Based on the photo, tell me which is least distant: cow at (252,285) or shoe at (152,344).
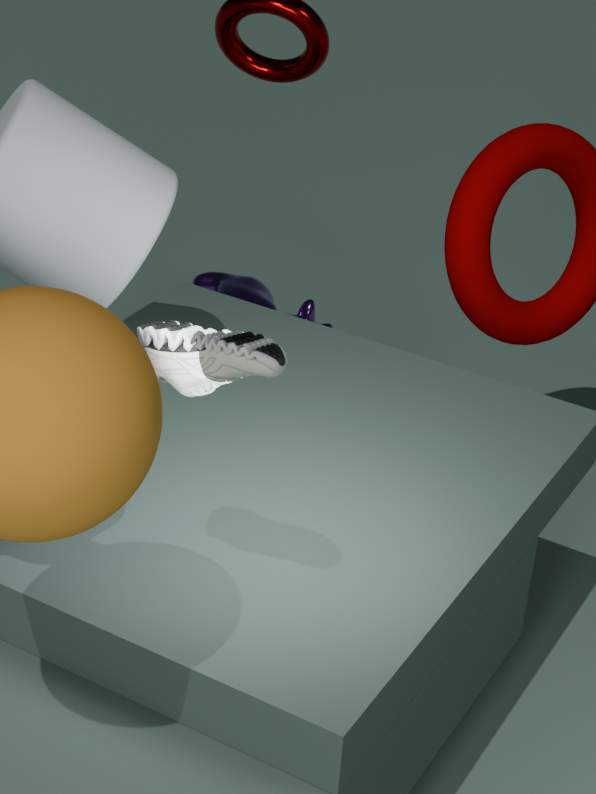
shoe at (152,344)
